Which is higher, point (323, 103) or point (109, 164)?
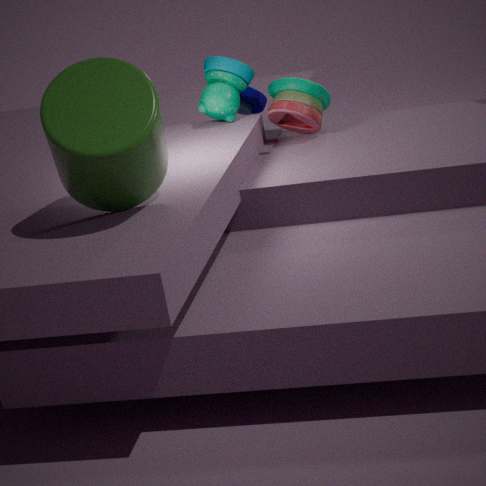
point (109, 164)
